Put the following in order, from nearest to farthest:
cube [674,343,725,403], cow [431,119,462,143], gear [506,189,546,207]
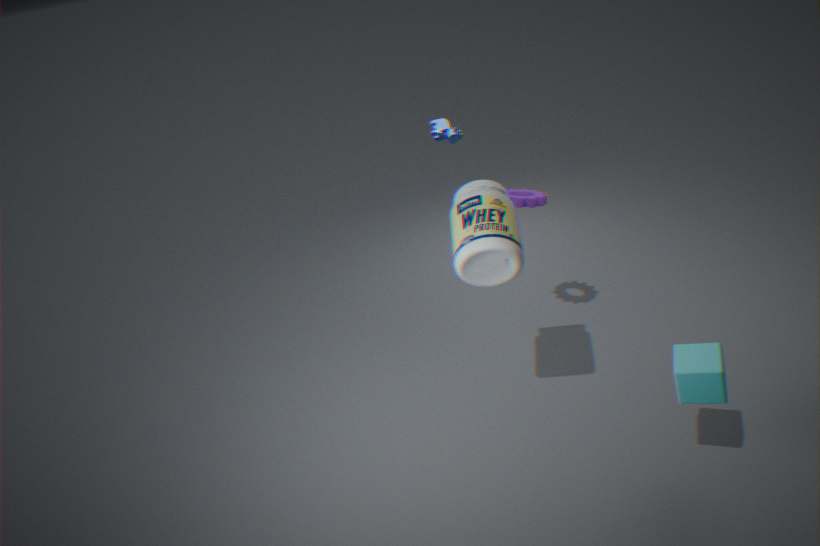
1. cube [674,343,725,403]
2. gear [506,189,546,207]
3. cow [431,119,462,143]
